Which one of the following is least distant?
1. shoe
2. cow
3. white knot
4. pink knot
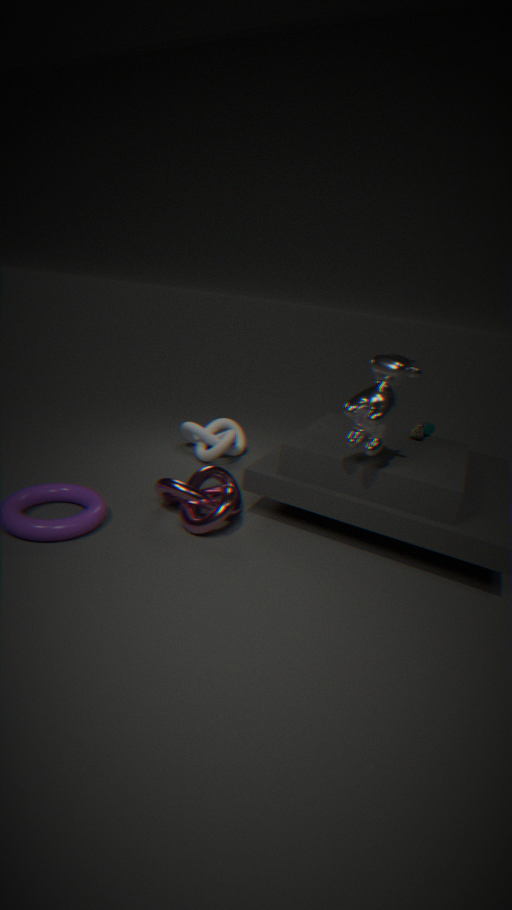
cow
